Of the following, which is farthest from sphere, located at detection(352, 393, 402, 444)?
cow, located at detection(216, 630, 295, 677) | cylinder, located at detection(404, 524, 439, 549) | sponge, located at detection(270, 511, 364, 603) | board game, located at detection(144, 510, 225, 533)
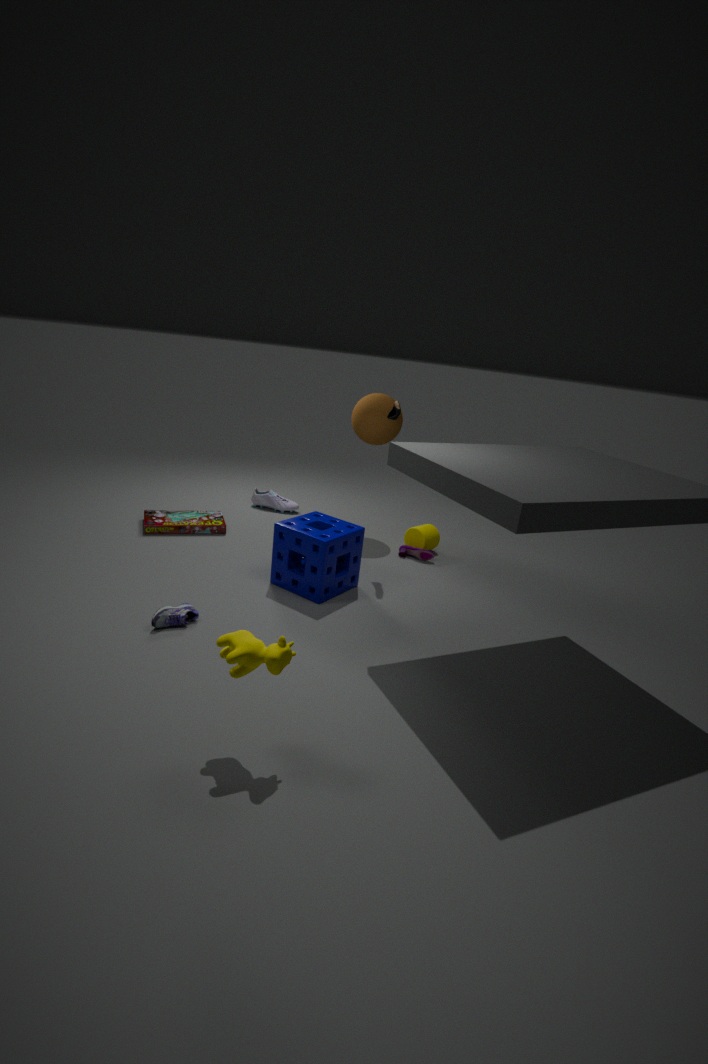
cow, located at detection(216, 630, 295, 677)
